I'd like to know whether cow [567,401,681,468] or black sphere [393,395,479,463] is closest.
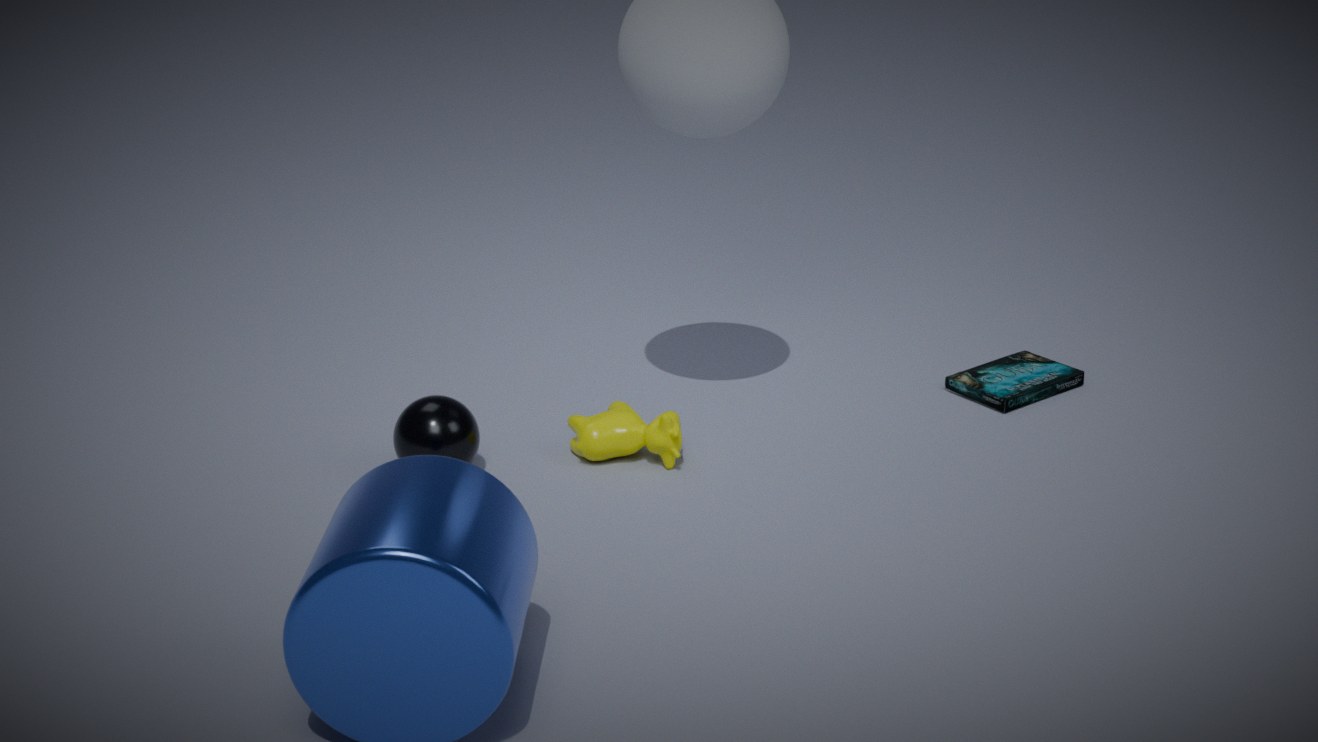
black sphere [393,395,479,463]
